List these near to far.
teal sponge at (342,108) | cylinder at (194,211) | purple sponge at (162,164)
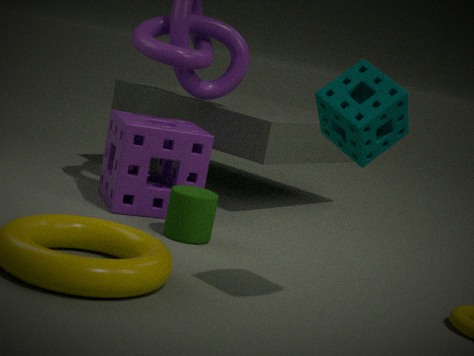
teal sponge at (342,108)
cylinder at (194,211)
purple sponge at (162,164)
